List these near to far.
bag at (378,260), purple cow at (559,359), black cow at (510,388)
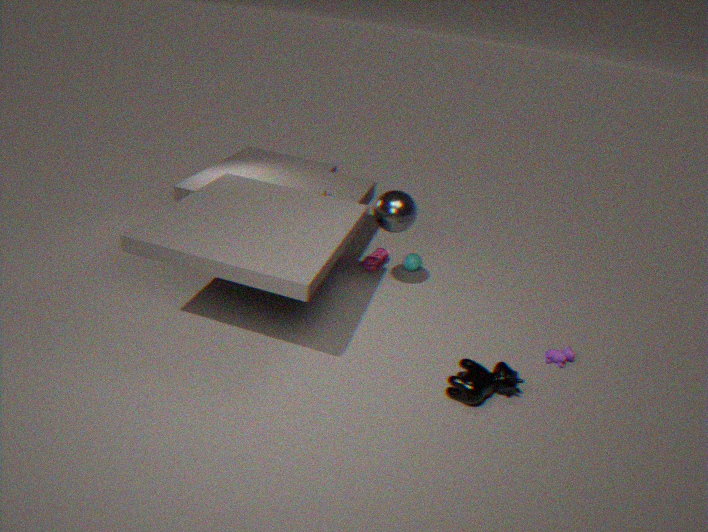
black cow at (510,388)
purple cow at (559,359)
bag at (378,260)
